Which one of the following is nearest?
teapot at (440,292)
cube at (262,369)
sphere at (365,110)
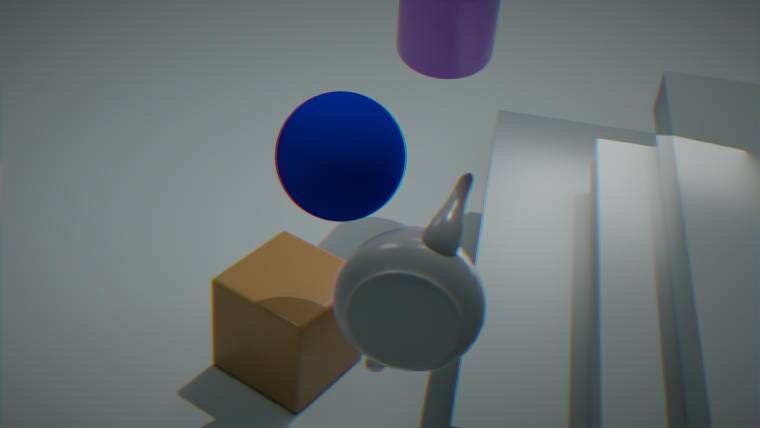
teapot at (440,292)
